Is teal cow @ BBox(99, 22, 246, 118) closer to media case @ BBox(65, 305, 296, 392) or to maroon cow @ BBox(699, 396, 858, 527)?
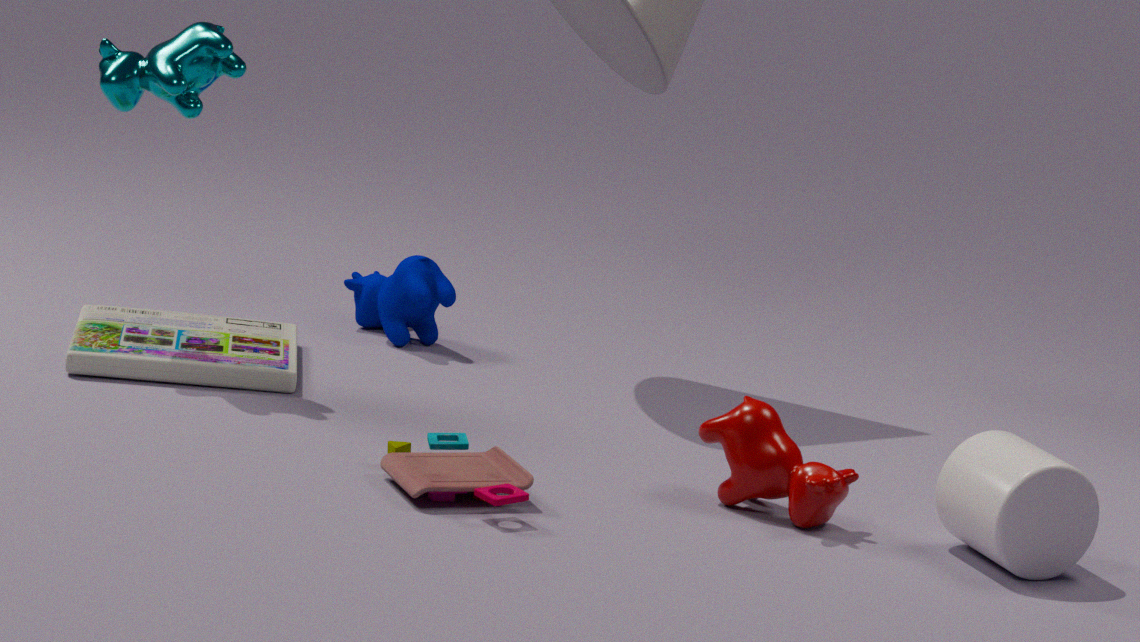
media case @ BBox(65, 305, 296, 392)
